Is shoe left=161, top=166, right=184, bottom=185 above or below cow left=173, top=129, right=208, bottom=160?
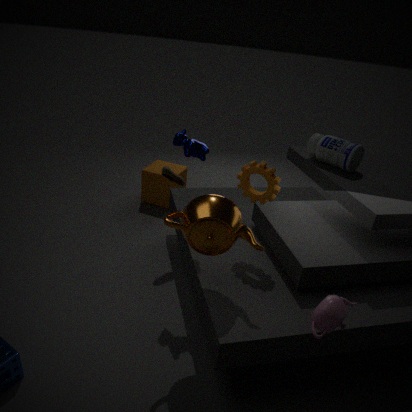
below
